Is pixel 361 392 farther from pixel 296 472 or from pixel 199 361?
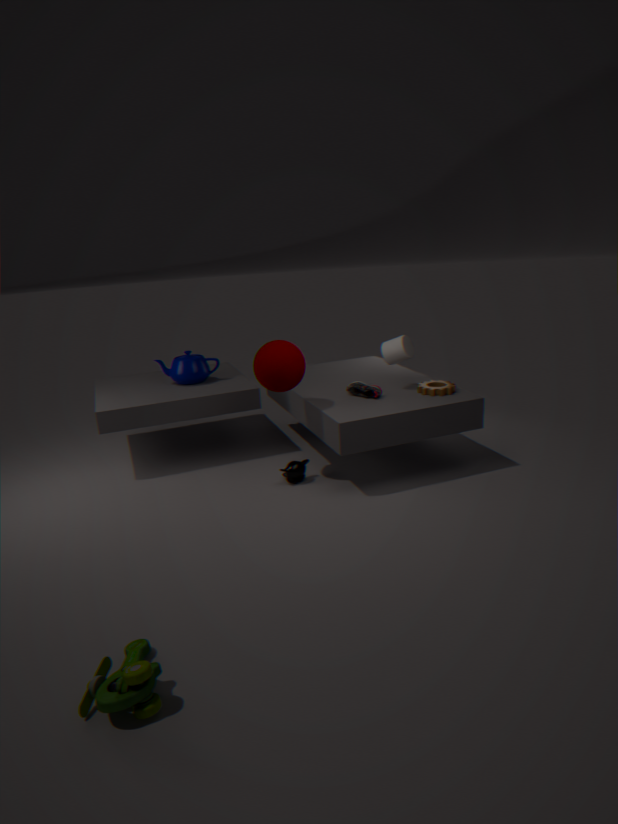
pixel 199 361
